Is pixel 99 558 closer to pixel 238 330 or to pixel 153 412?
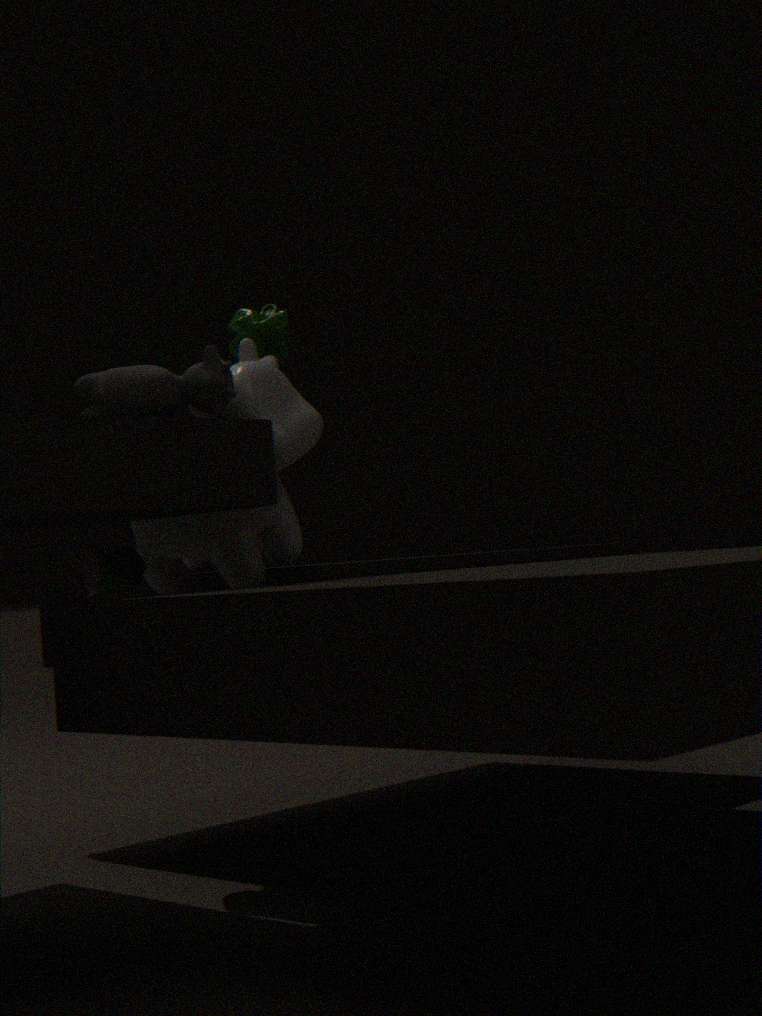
pixel 153 412
